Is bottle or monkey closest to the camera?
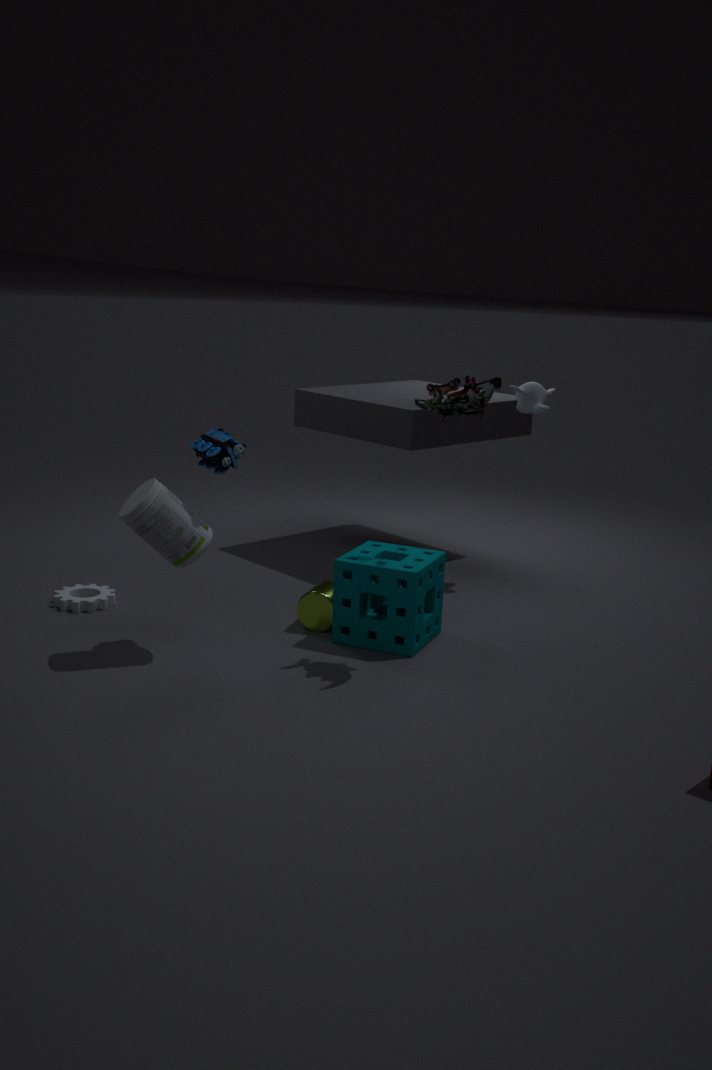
bottle
